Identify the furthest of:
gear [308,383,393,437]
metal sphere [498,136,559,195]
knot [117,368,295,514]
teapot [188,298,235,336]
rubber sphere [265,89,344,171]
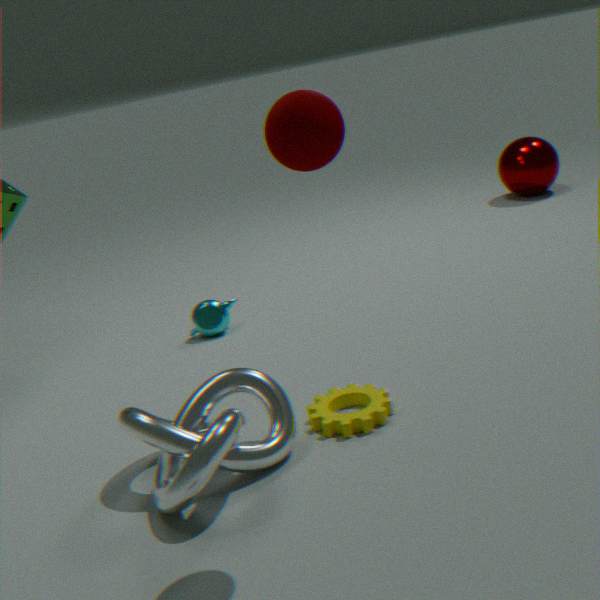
metal sphere [498,136,559,195]
